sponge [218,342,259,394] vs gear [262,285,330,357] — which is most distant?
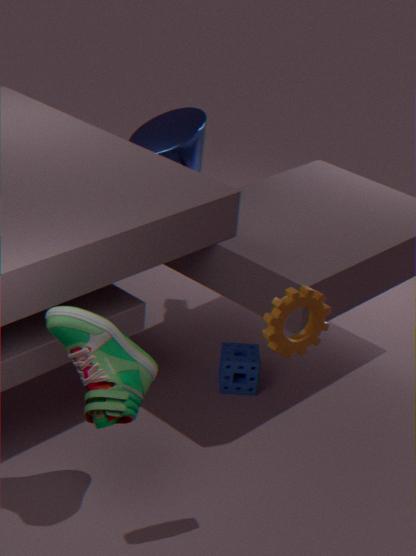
sponge [218,342,259,394]
